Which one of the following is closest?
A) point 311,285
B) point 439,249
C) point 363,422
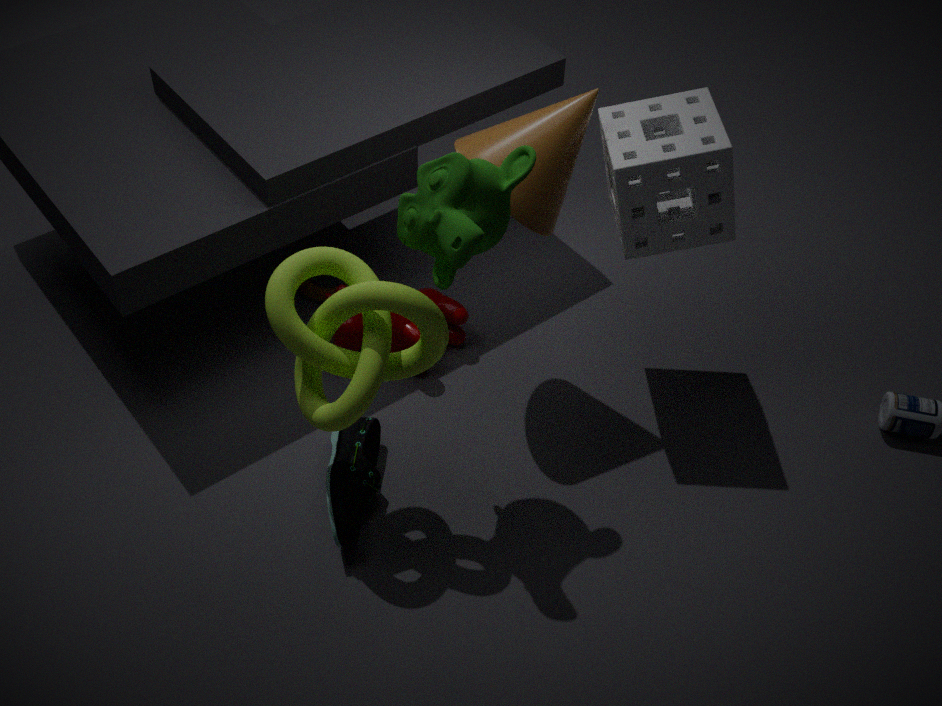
point 439,249
